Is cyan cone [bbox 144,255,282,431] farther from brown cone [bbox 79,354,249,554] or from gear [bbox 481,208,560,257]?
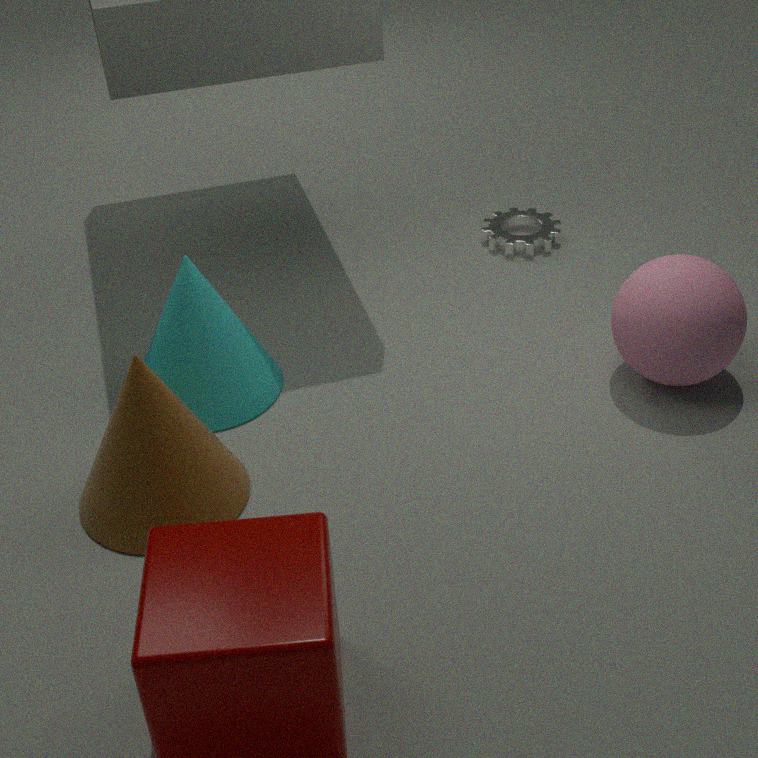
gear [bbox 481,208,560,257]
